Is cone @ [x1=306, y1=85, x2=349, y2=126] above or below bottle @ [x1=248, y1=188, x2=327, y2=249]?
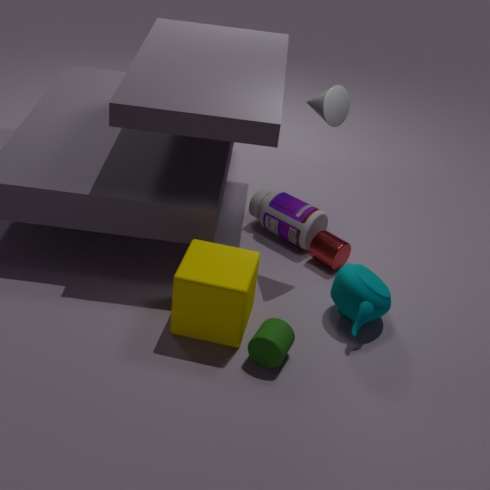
above
